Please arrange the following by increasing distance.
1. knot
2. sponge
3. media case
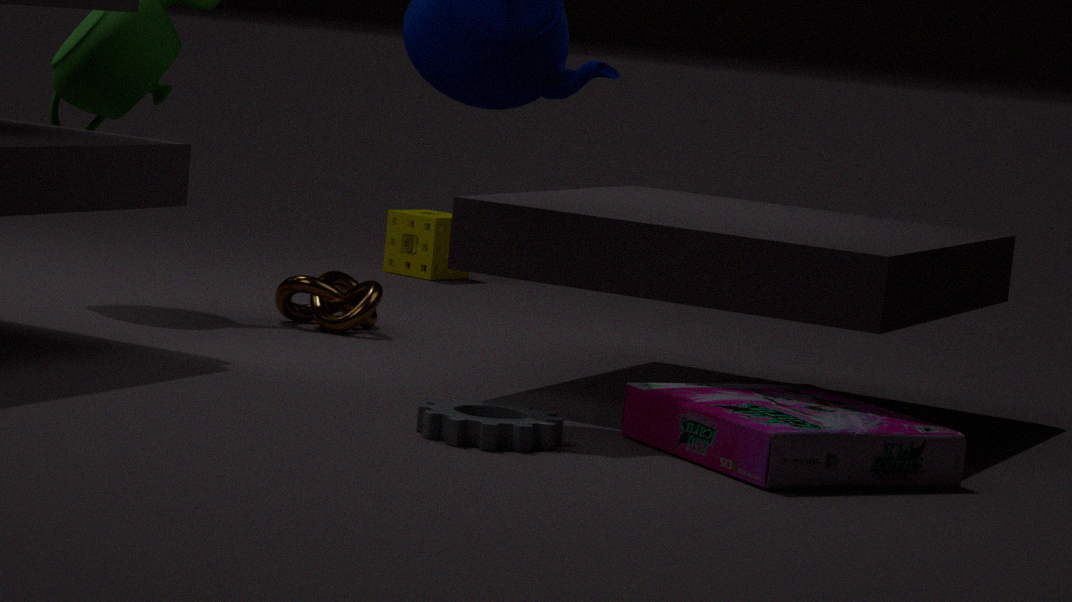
media case, knot, sponge
